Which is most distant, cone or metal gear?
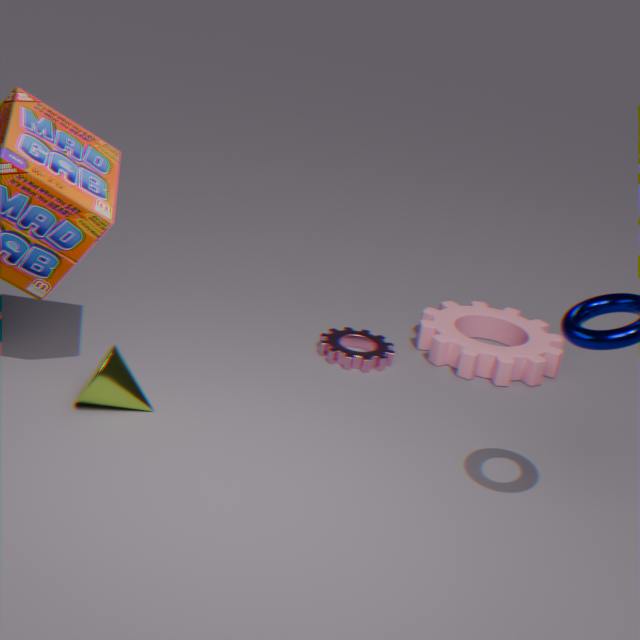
metal gear
